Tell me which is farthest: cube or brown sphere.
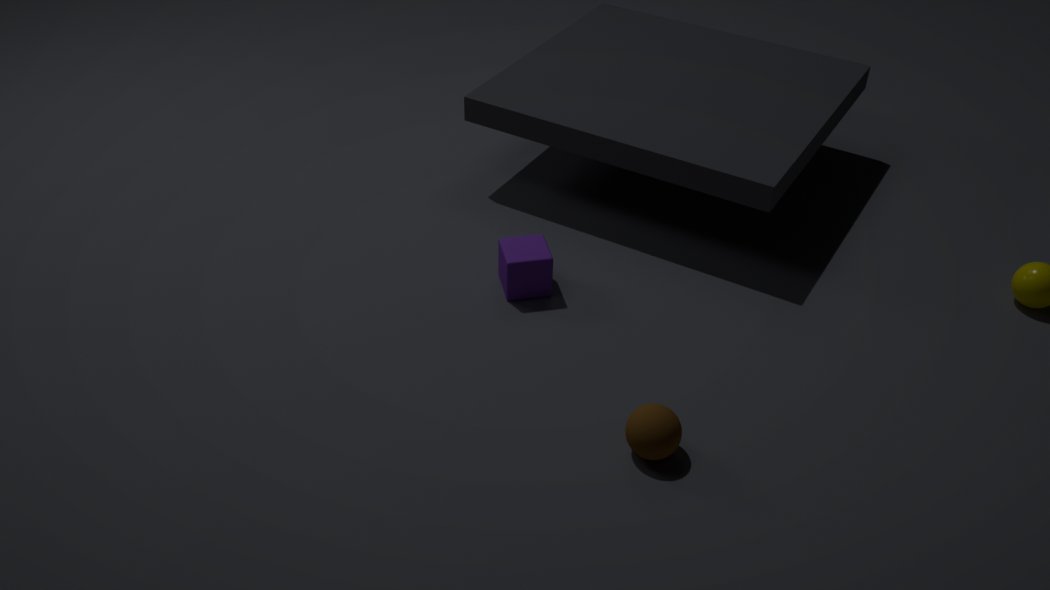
cube
